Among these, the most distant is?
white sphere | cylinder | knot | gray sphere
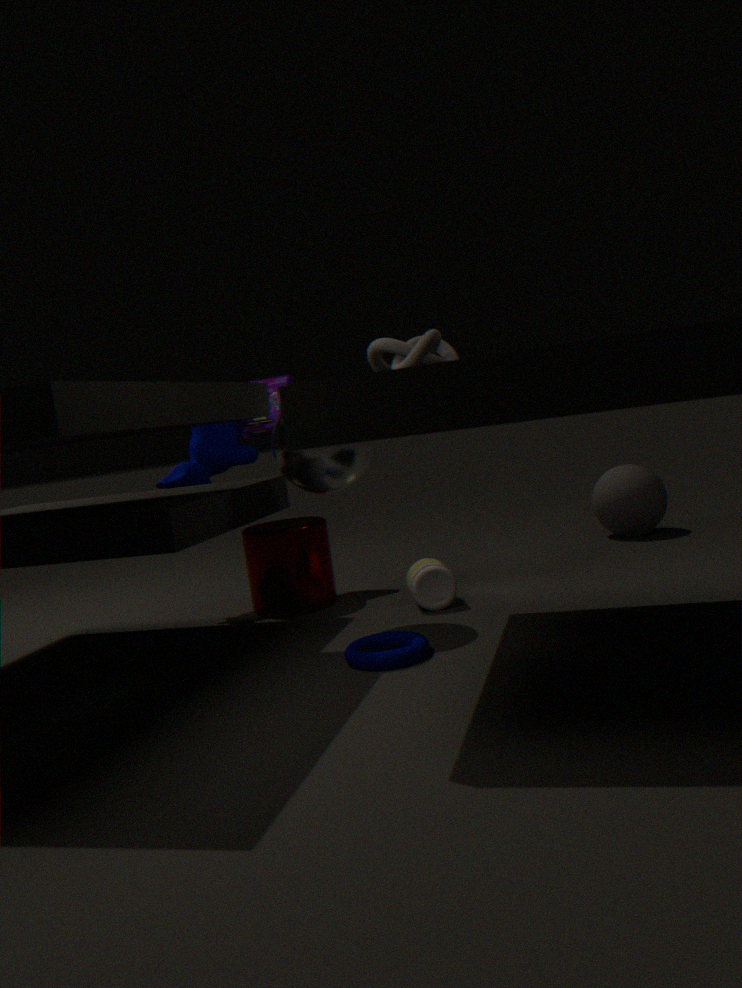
gray sphere
